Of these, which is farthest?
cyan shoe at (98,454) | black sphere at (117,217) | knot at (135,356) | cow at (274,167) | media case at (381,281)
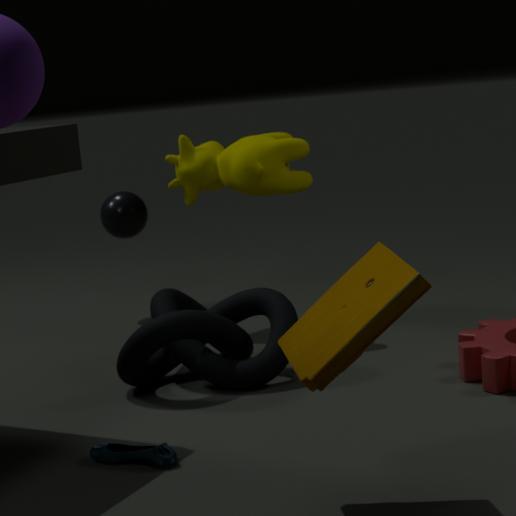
black sphere at (117,217)
